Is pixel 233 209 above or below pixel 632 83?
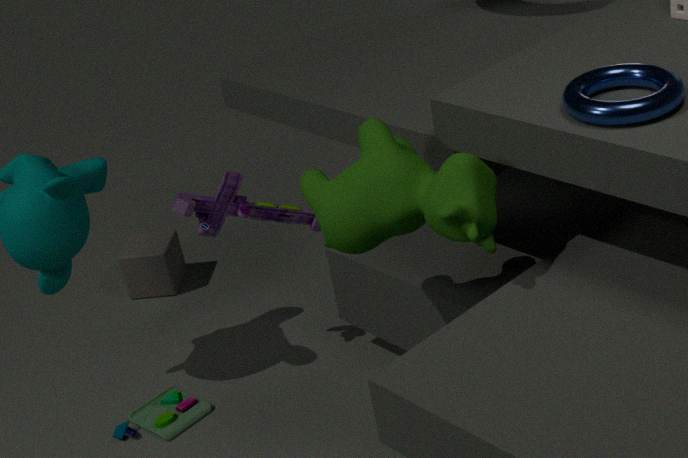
below
